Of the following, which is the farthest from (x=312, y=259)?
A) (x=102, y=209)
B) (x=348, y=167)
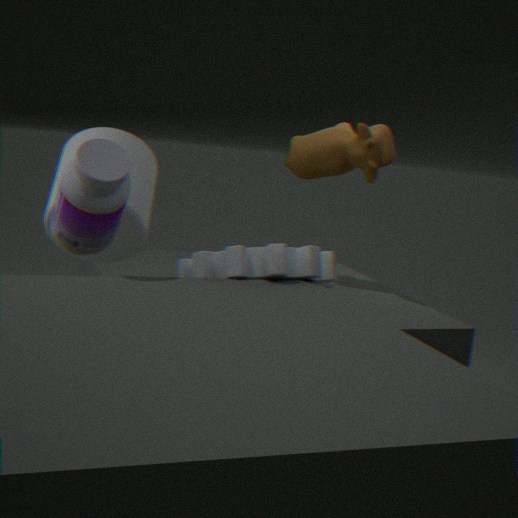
(x=348, y=167)
